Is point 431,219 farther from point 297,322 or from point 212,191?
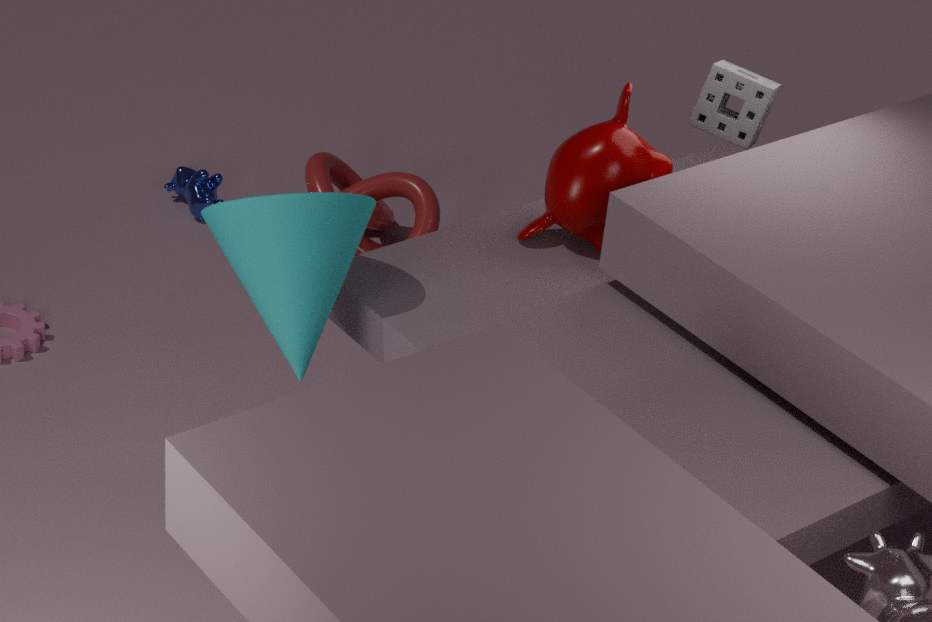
point 297,322
